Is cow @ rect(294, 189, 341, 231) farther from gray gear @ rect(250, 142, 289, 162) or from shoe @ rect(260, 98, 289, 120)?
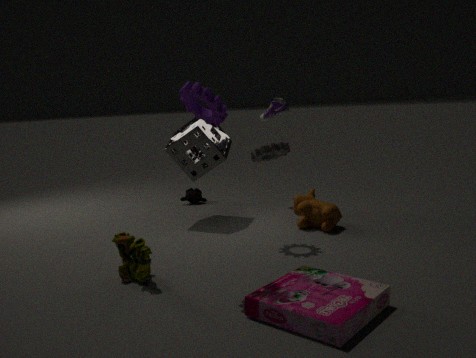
shoe @ rect(260, 98, 289, 120)
